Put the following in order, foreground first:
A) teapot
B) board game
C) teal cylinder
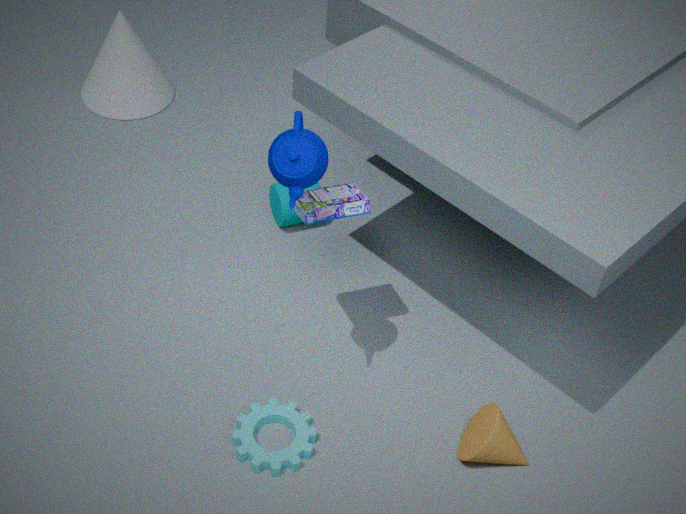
teapot, board game, teal cylinder
